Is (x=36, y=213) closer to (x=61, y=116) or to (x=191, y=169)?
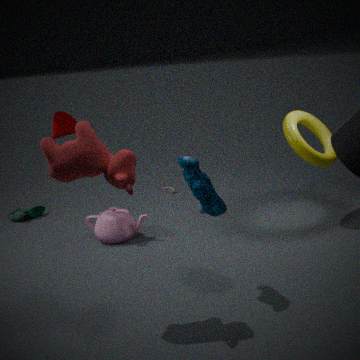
(x=61, y=116)
